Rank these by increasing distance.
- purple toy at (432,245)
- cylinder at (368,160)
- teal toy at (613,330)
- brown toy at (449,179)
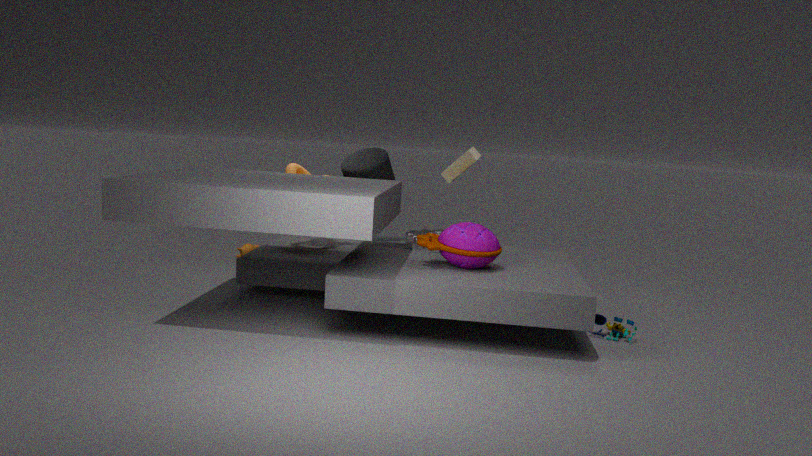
1. purple toy at (432,245)
2. teal toy at (613,330)
3. cylinder at (368,160)
4. brown toy at (449,179)
